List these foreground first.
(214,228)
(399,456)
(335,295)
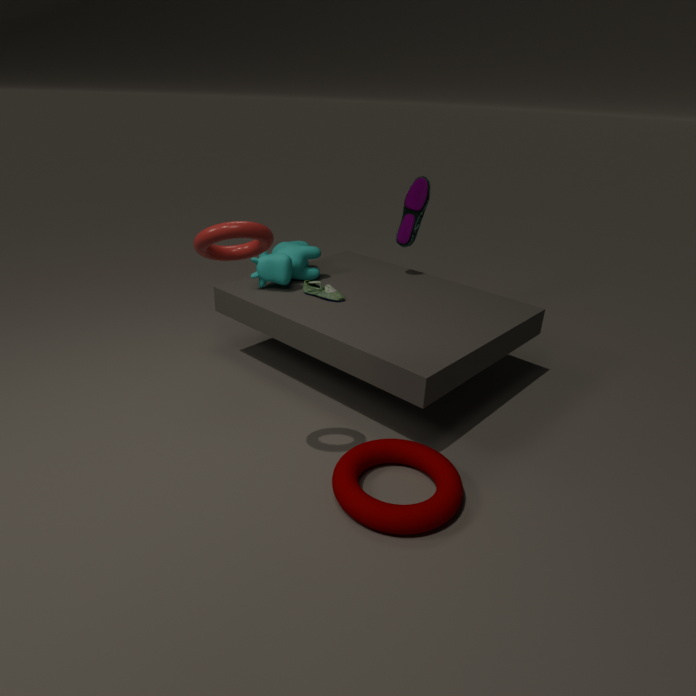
(214,228), (399,456), (335,295)
